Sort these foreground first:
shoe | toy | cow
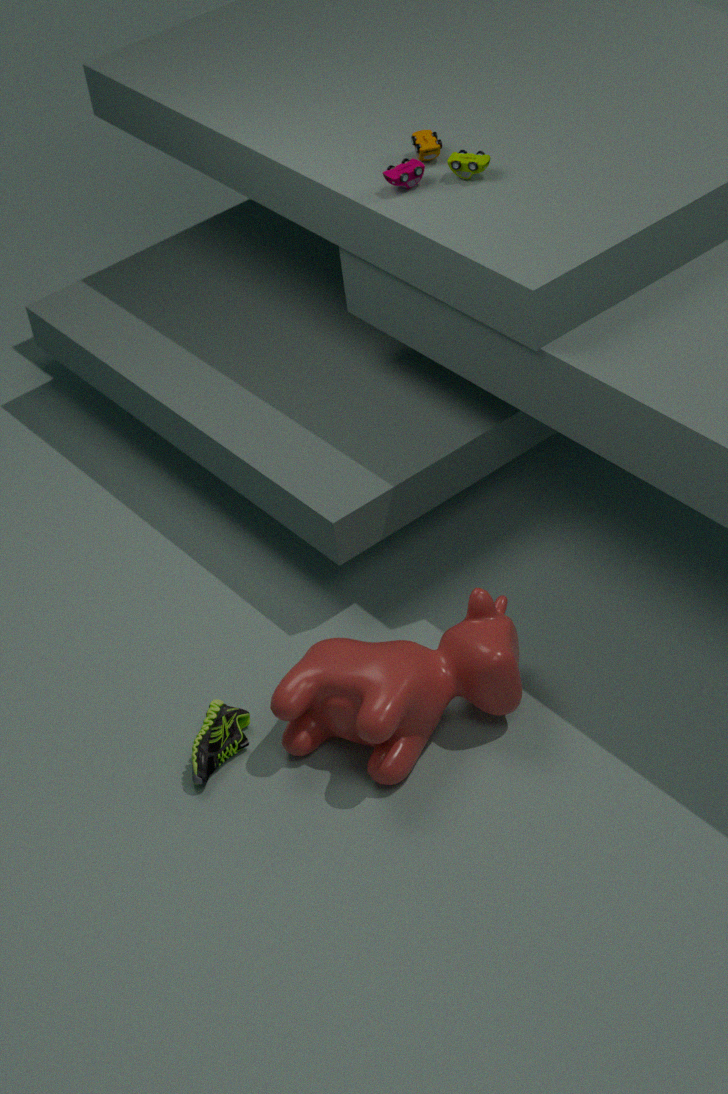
cow → shoe → toy
